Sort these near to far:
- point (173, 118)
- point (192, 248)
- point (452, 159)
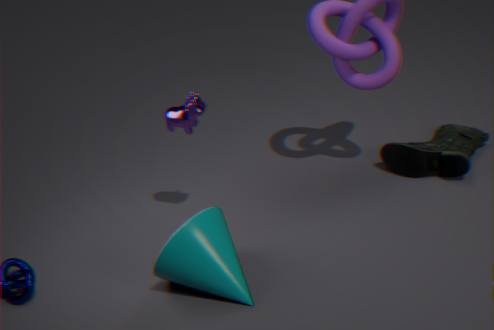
point (192, 248)
point (173, 118)
point (452, 159)
